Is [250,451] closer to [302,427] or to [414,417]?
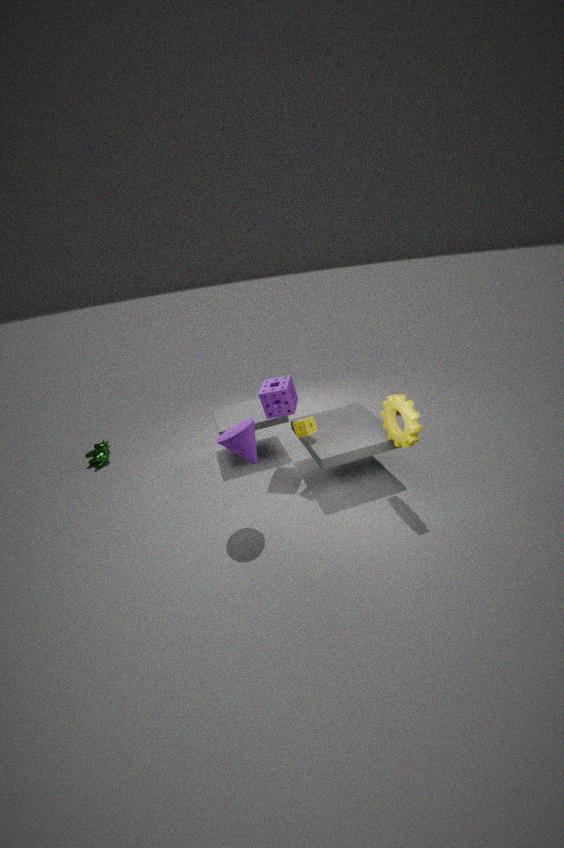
[302,427]
